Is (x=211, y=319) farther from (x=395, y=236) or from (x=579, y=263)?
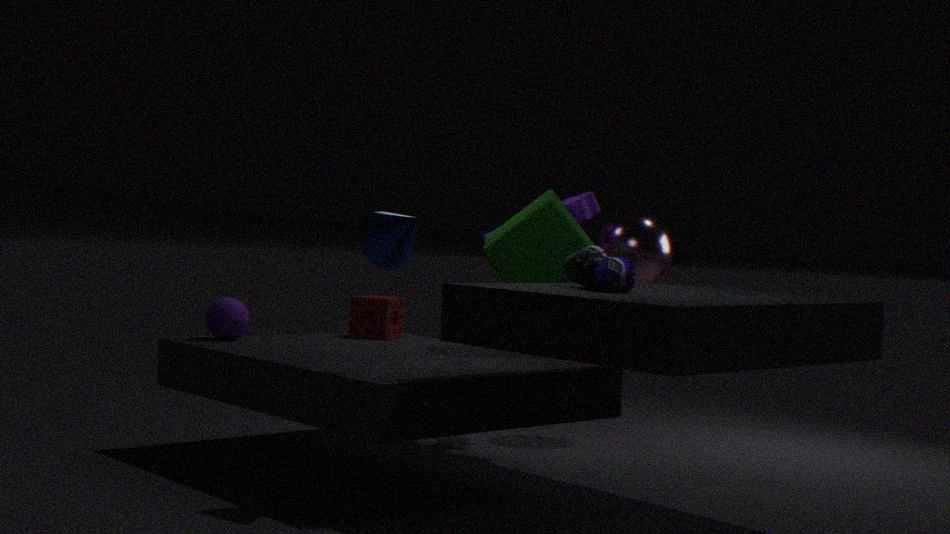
(x=579, y=263)
